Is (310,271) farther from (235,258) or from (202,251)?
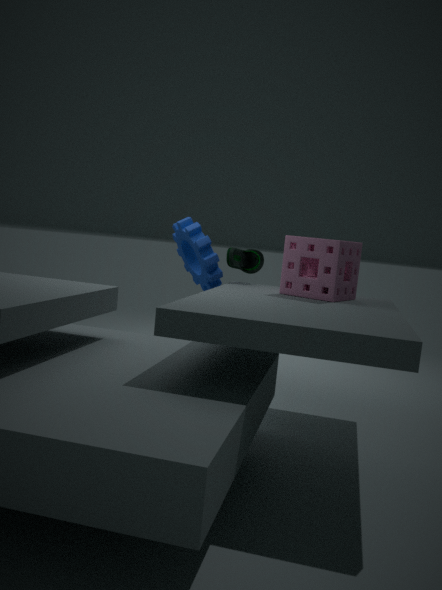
(202,251)
